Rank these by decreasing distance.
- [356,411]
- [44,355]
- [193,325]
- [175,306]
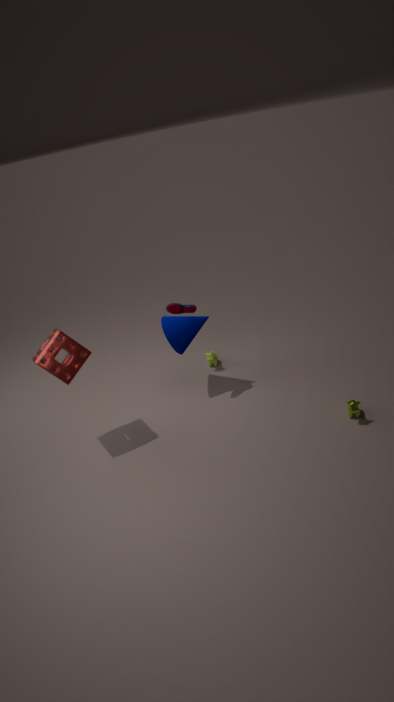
1. [193,325]
2. [175,306]
3. [44,355]
4. [356,411]
